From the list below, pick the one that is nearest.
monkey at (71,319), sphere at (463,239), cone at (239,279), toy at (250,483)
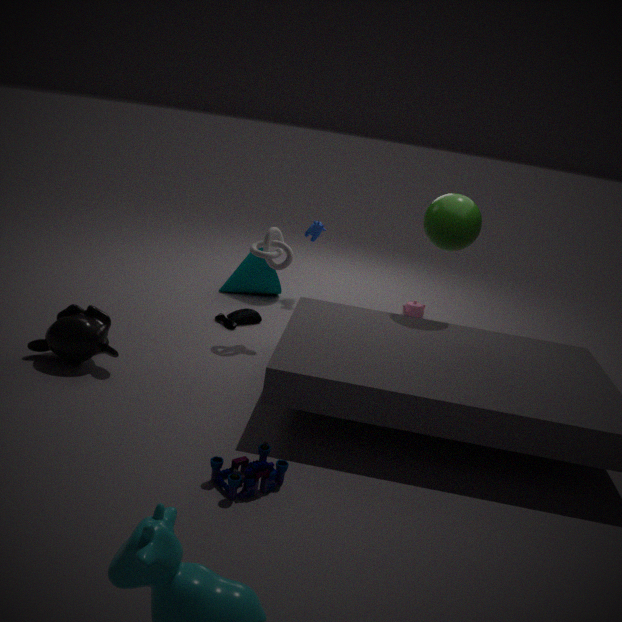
toy at (250,483)
